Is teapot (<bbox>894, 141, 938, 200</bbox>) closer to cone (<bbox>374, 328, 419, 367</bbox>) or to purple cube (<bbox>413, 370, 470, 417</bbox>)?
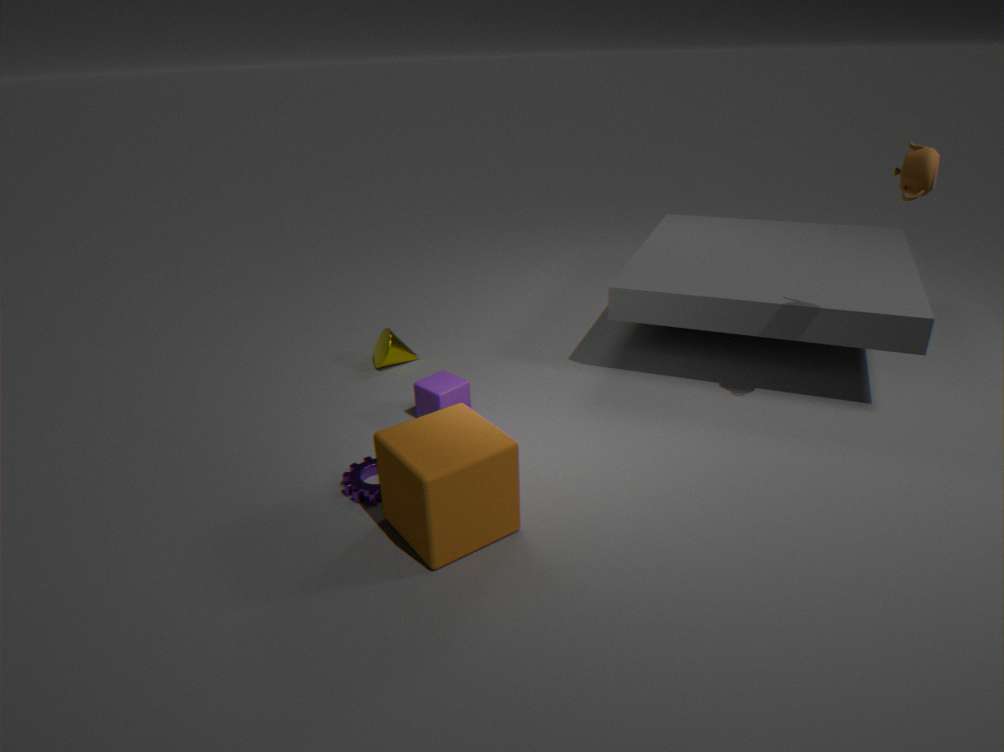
purple cube (<bbox>413, 370, 470, 417</bbox>)
